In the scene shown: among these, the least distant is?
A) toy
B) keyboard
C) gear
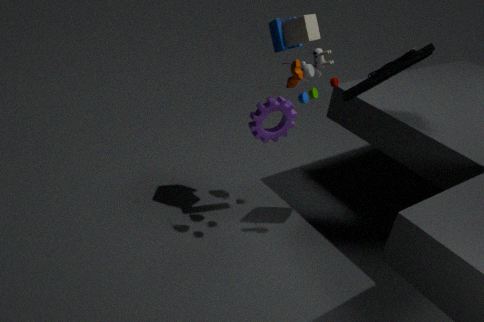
toy
